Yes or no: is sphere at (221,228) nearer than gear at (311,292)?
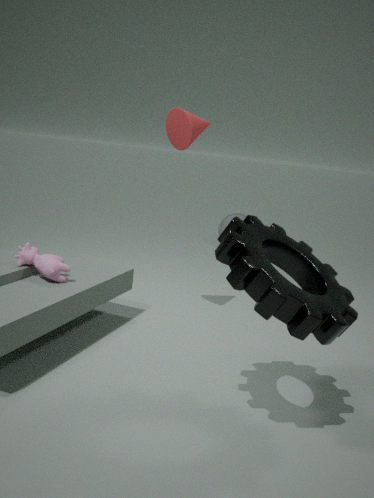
No
